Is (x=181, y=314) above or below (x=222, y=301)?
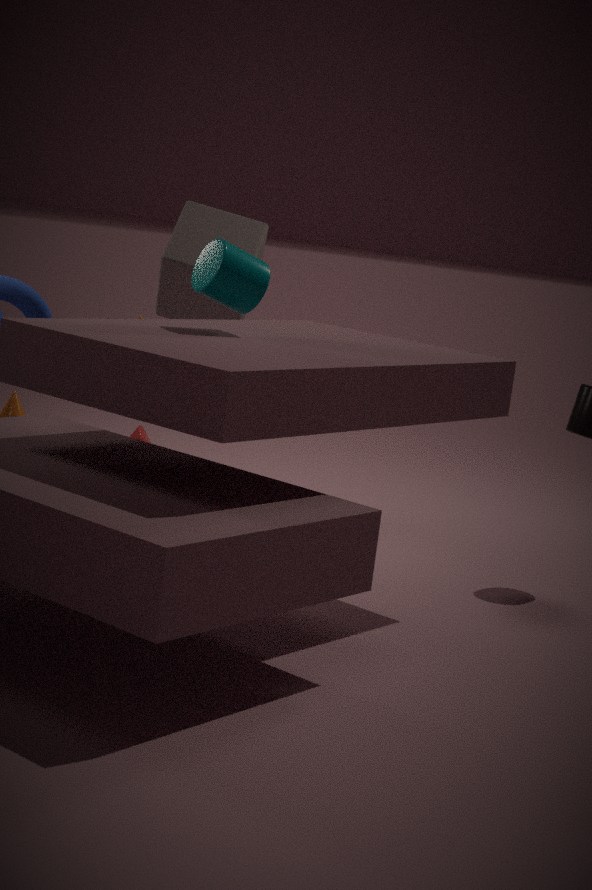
below
